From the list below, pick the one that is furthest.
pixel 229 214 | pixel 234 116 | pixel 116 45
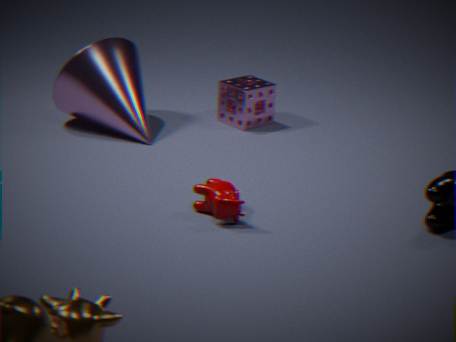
pixel 234 116
